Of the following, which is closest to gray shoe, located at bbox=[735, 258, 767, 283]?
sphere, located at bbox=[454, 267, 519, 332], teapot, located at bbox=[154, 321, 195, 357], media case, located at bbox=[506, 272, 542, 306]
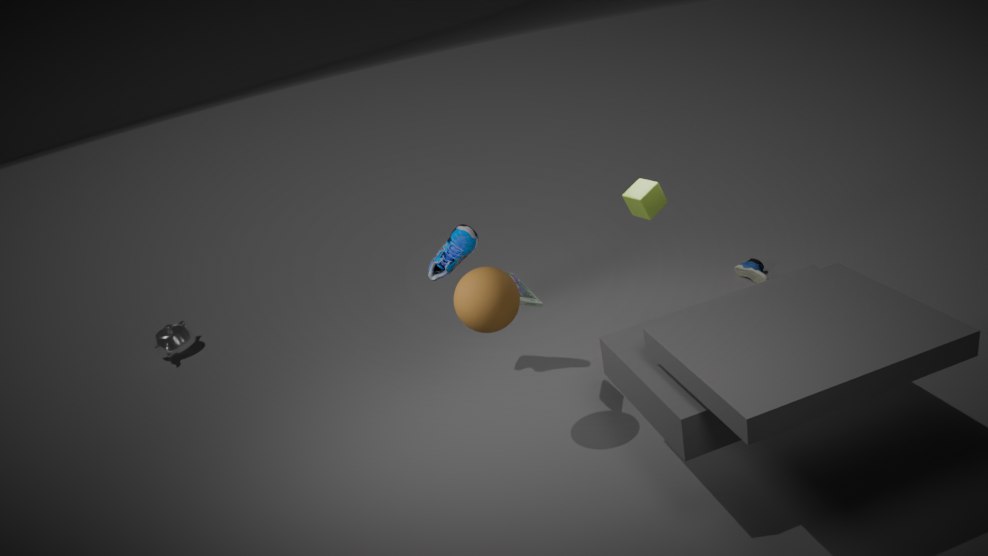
media case, located at bbox=[506, 272, 542, 306]
